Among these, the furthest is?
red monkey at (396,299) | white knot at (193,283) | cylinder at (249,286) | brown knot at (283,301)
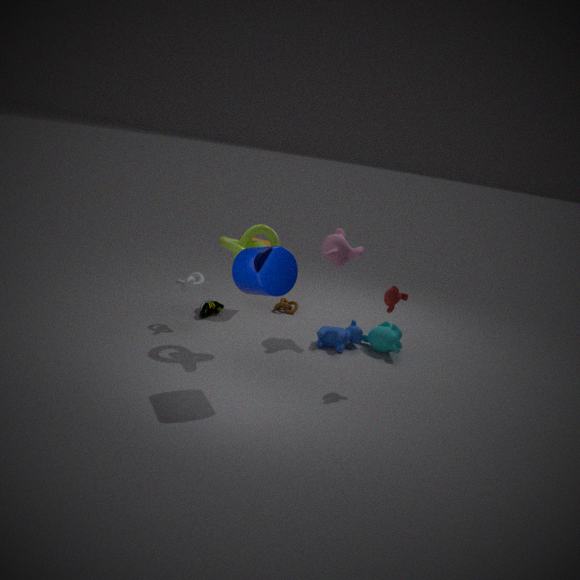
brown knot at (283,301)
